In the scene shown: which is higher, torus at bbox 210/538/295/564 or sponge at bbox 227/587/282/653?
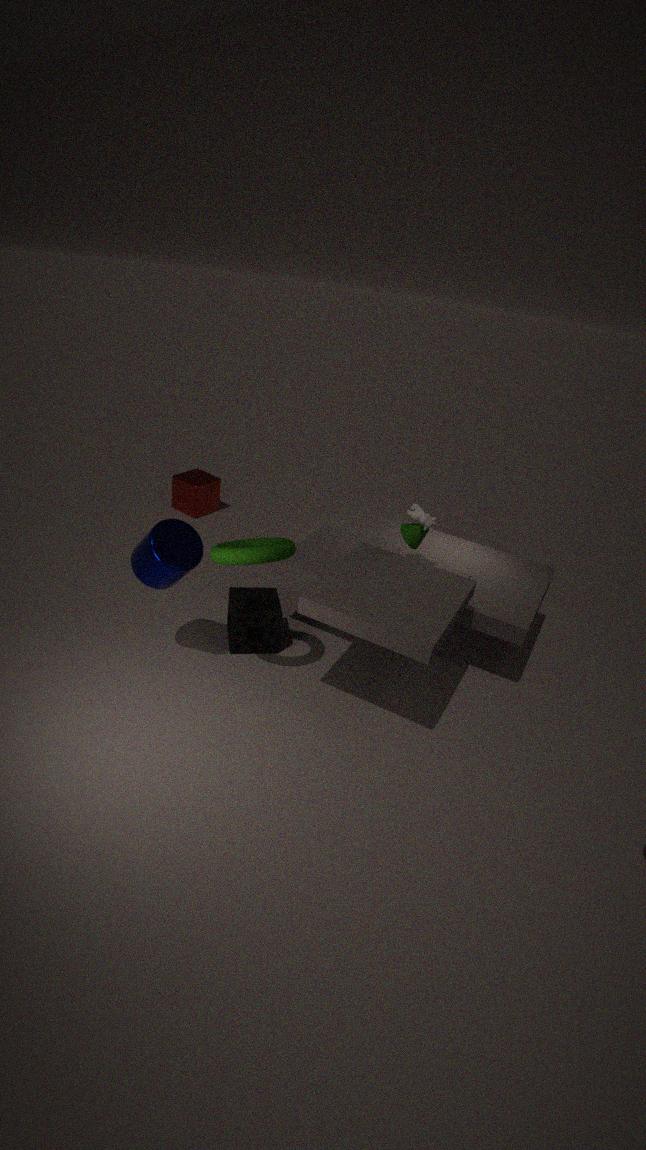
torus at bbox 210/538/295/564
